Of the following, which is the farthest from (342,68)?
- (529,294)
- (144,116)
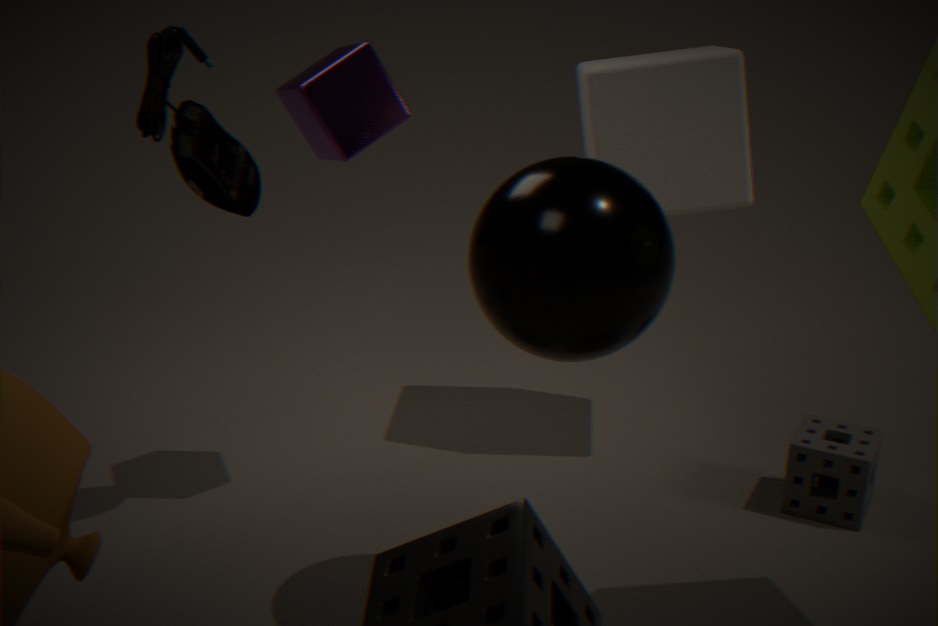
(529,294)
